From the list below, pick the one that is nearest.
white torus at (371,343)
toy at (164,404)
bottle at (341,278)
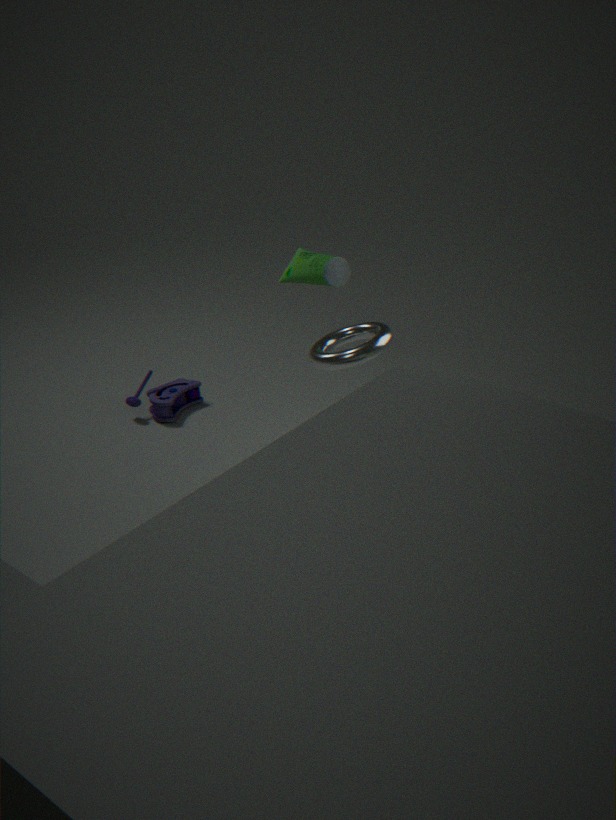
white torus at (371,343)
